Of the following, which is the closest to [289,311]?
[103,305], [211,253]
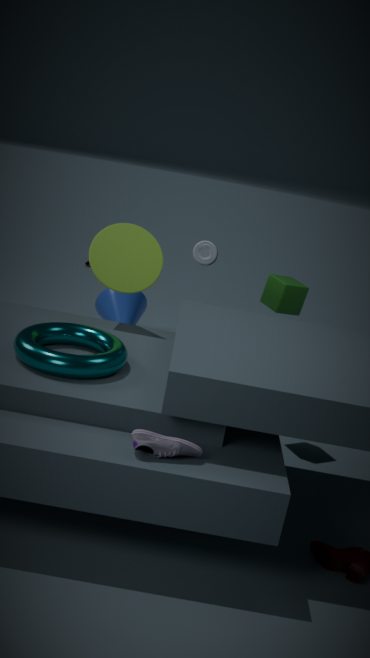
[211,253]
